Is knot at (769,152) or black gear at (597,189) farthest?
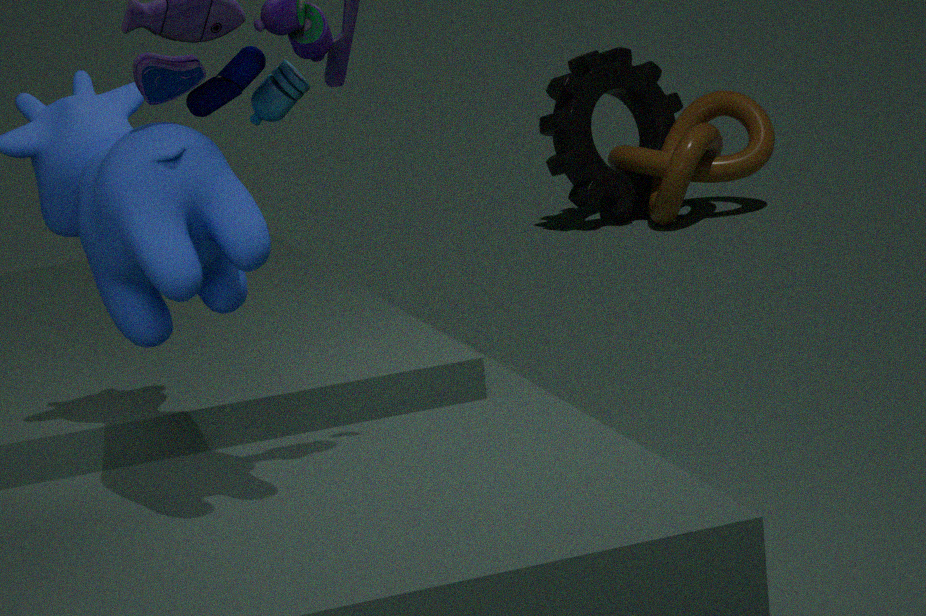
black gear at (597,189)
